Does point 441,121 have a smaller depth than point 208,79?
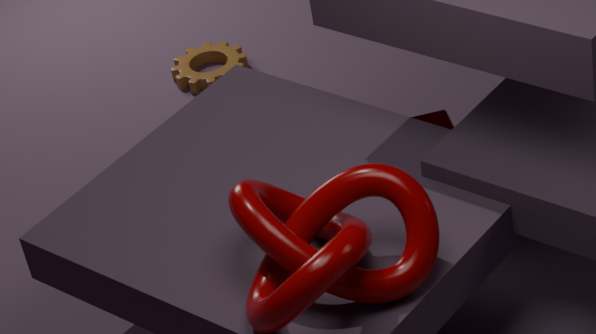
Yes
